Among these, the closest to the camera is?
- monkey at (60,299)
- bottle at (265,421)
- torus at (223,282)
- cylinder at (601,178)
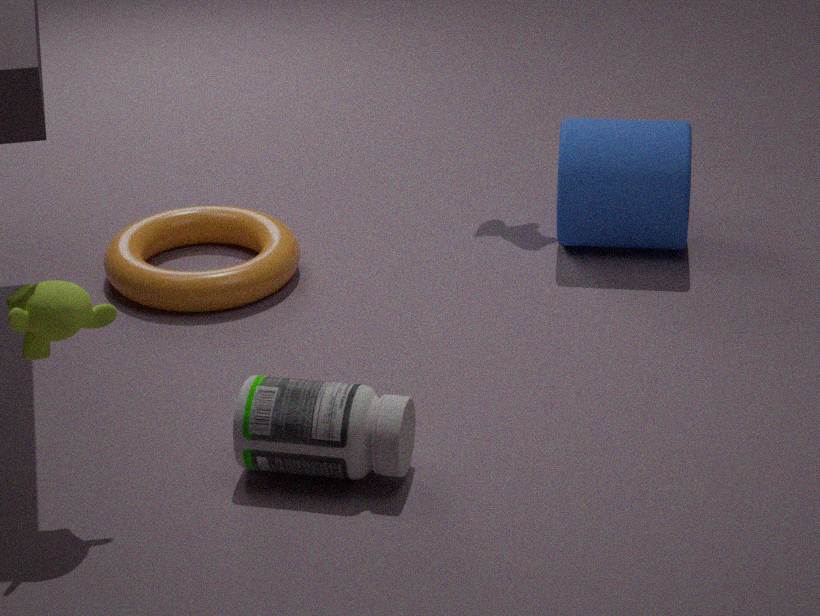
monkey at (60,299)
